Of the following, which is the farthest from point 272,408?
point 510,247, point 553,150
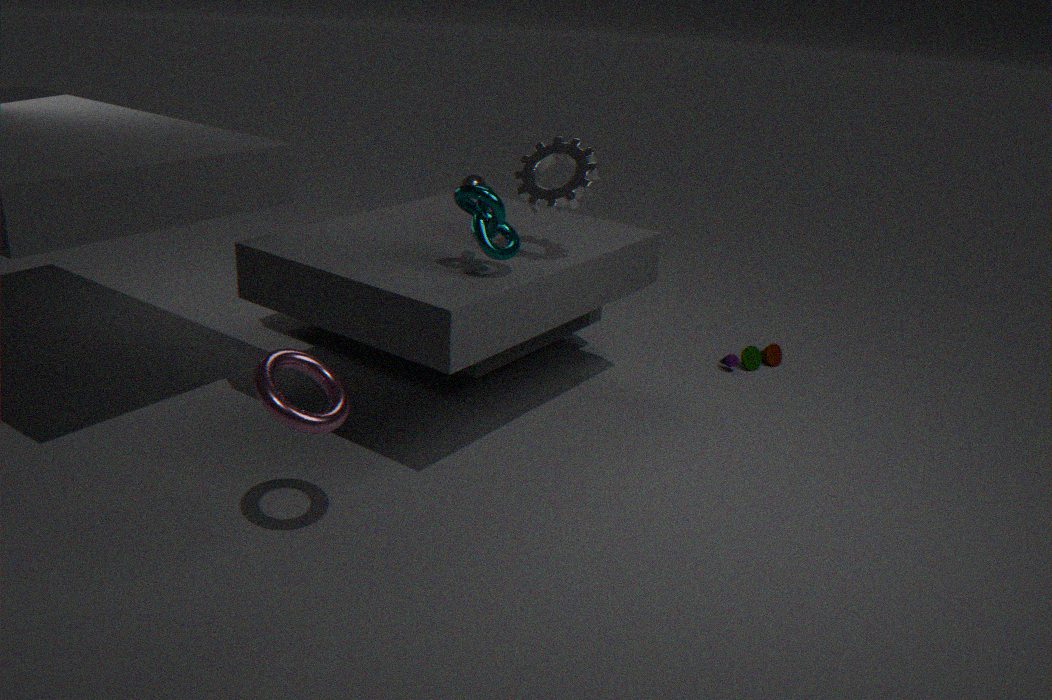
point 553,150
